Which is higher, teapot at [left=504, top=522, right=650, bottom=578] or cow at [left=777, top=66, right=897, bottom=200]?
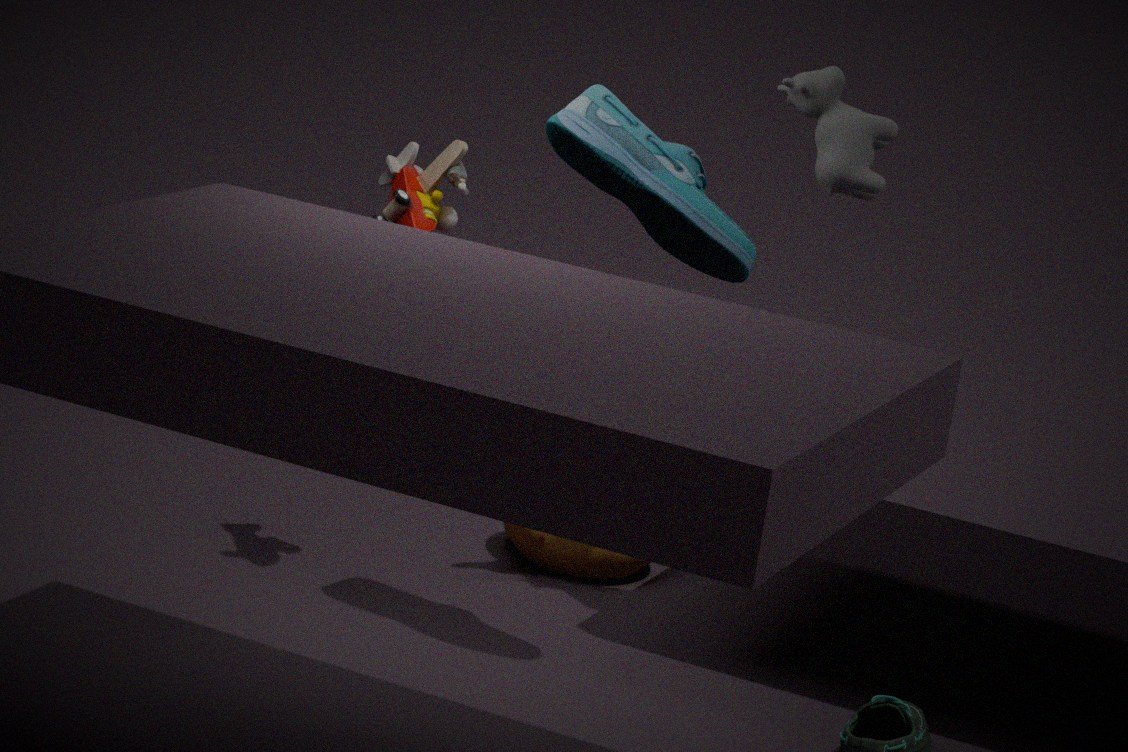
cow at [left=777, top=66, right=897, bottom=200]
